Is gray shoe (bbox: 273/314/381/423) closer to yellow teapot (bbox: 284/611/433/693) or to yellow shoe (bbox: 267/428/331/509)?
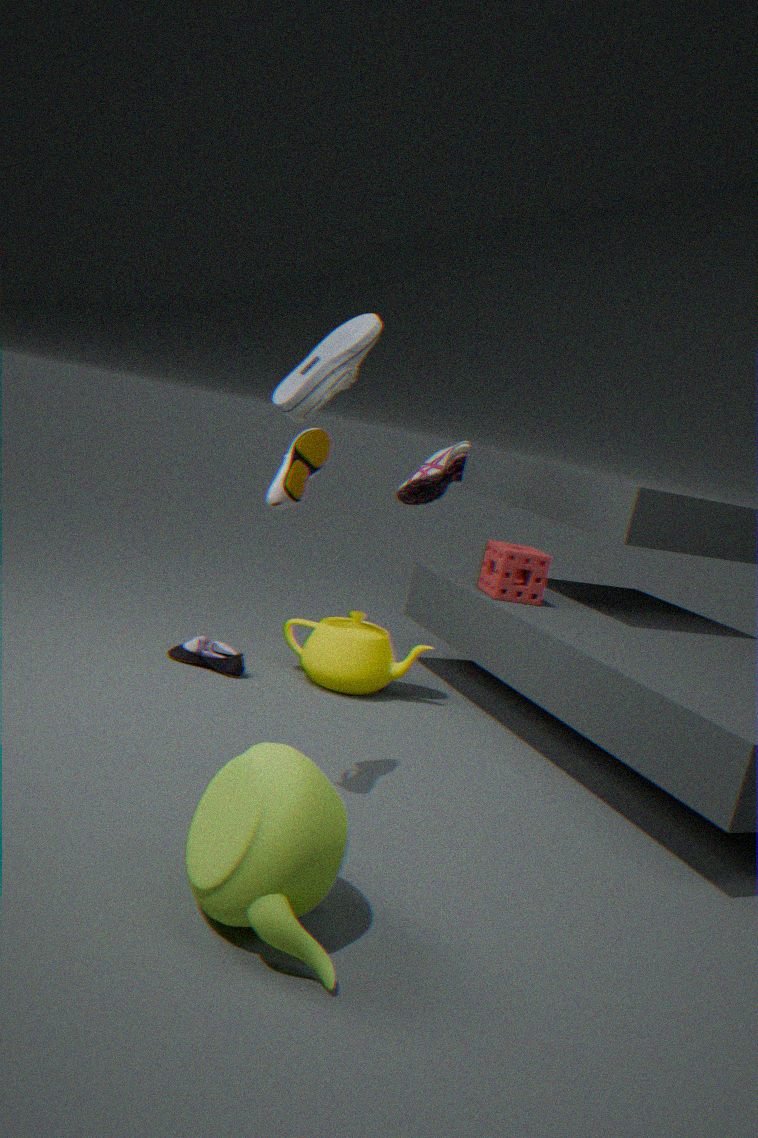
yellow shoe (bbox: 267/428/331/509)
